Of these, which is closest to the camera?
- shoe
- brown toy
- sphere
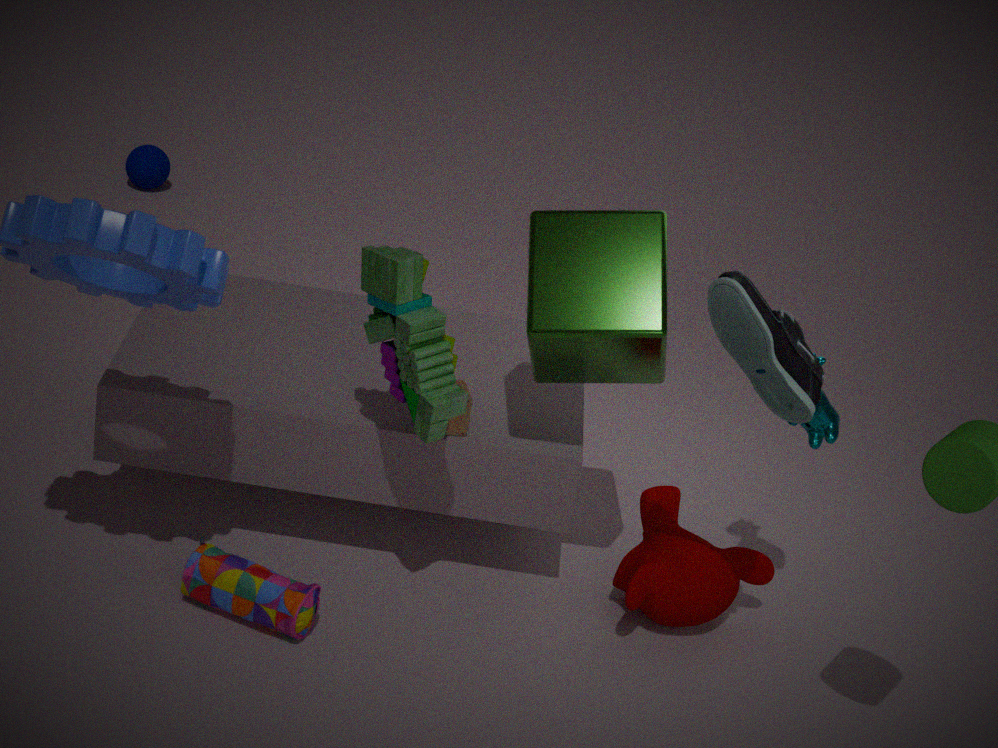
shoe
